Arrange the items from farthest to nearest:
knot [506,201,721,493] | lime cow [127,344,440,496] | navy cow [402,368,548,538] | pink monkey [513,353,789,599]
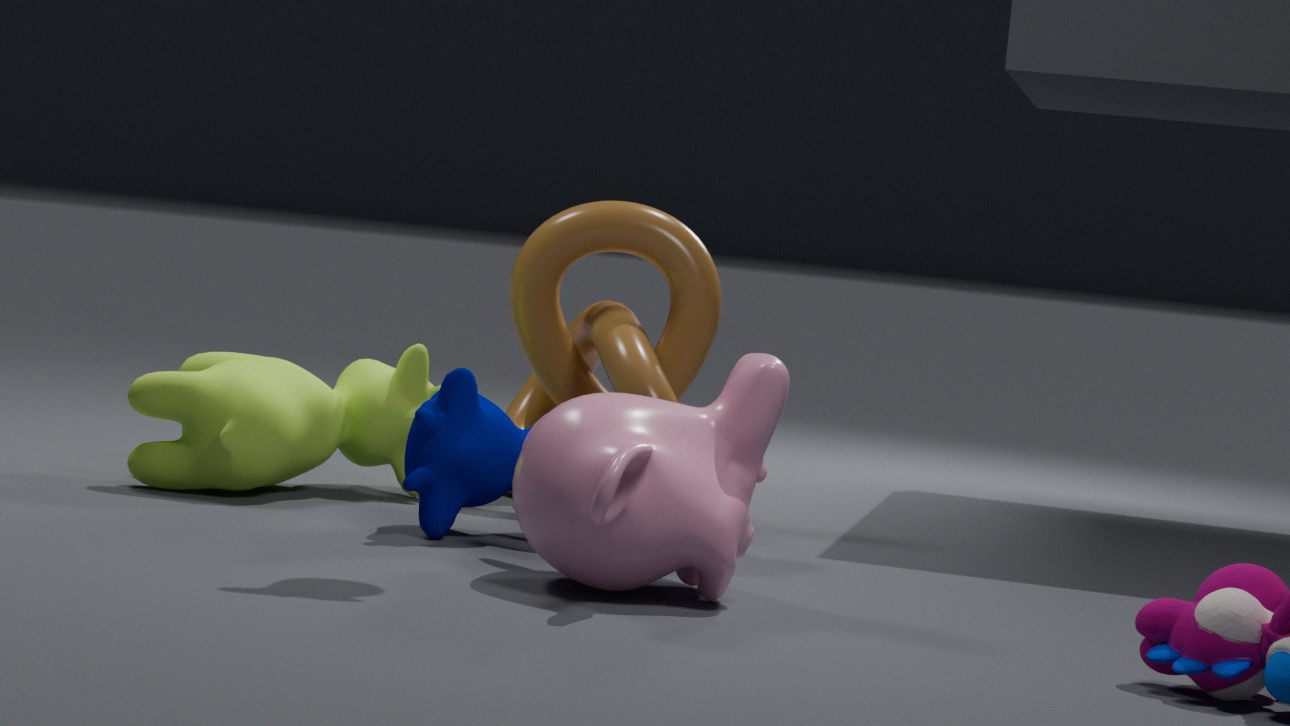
knot [506,201,721,493] → lime cow [127,344,440,496] → navy cow [402,368,548,538] → pink monkey [513,353,789,599]
